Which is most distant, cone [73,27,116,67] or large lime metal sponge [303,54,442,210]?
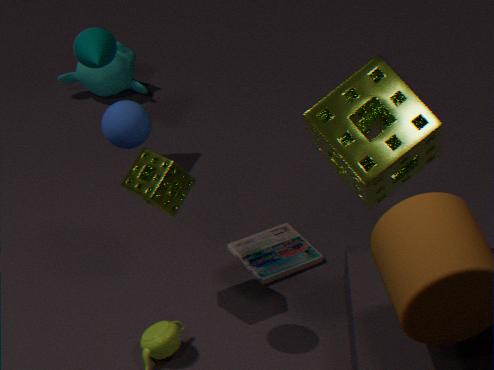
cone [73,27,116,67]
